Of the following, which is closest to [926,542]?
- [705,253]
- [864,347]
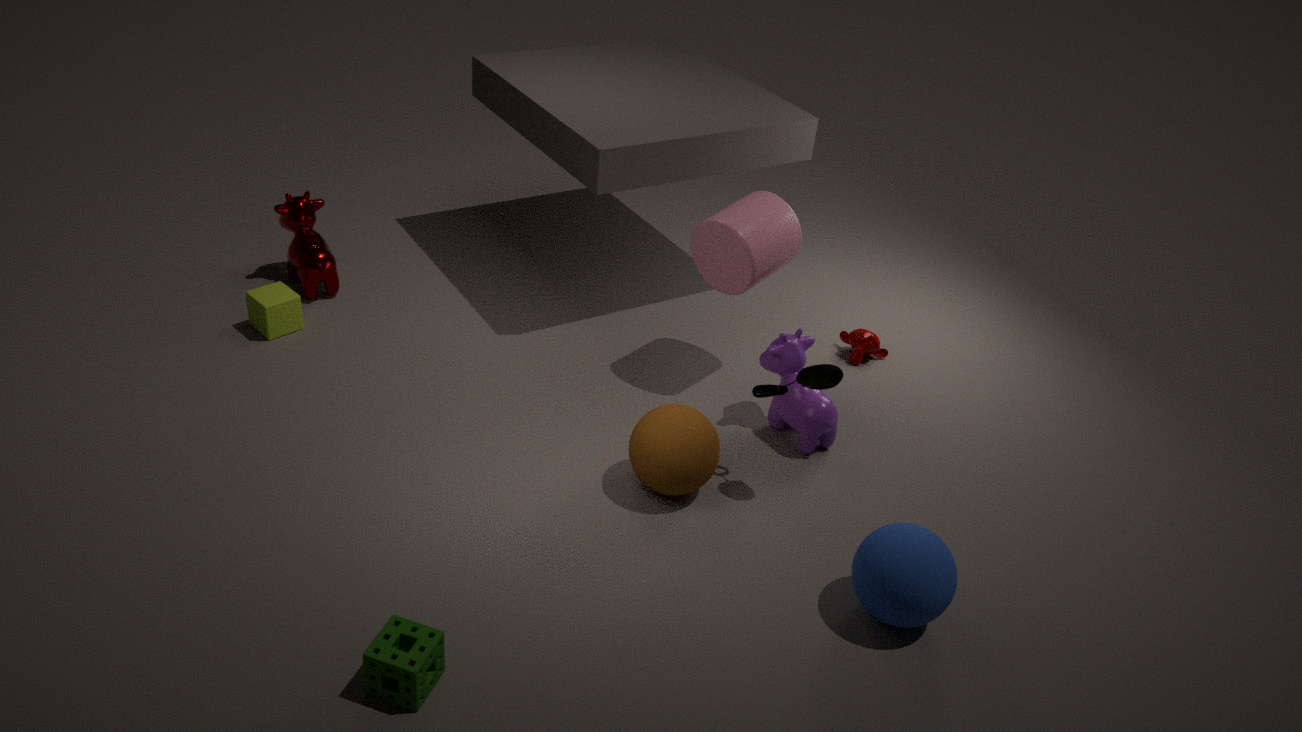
[705,253]
